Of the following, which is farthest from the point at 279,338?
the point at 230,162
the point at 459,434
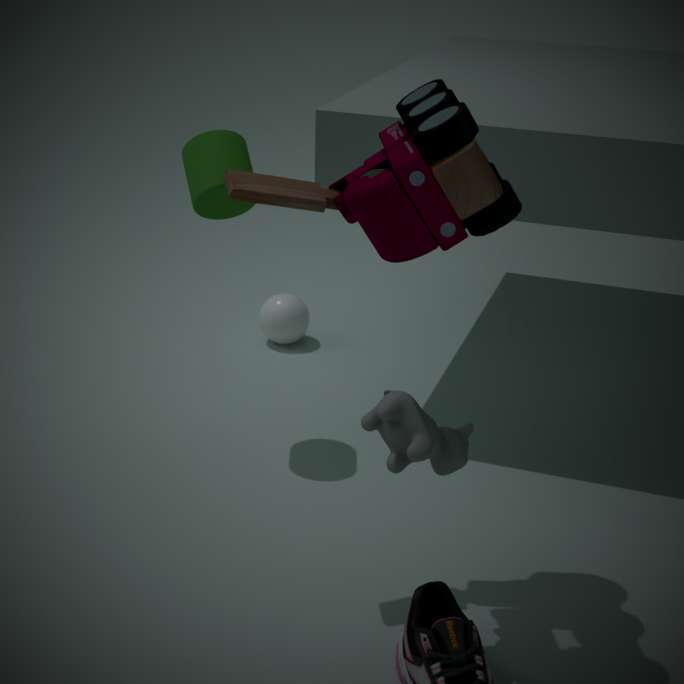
the point at 459,434
